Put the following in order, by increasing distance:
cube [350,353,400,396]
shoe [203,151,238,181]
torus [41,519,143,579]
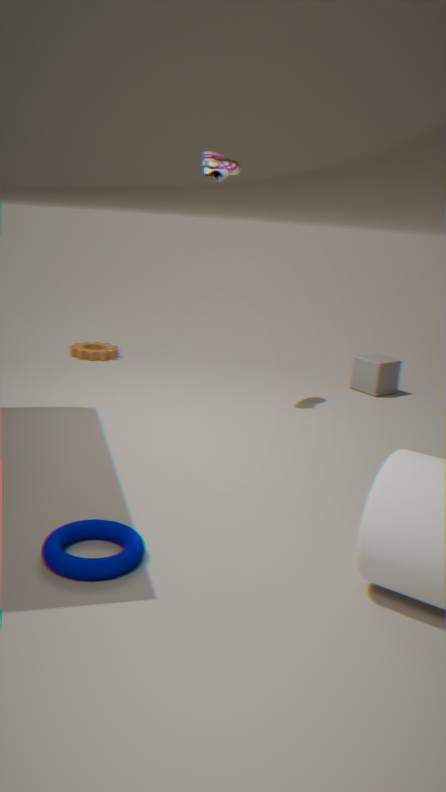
torus [41,519,143,579], shoe [203,151,238,181], cube [350,353,400,396]
